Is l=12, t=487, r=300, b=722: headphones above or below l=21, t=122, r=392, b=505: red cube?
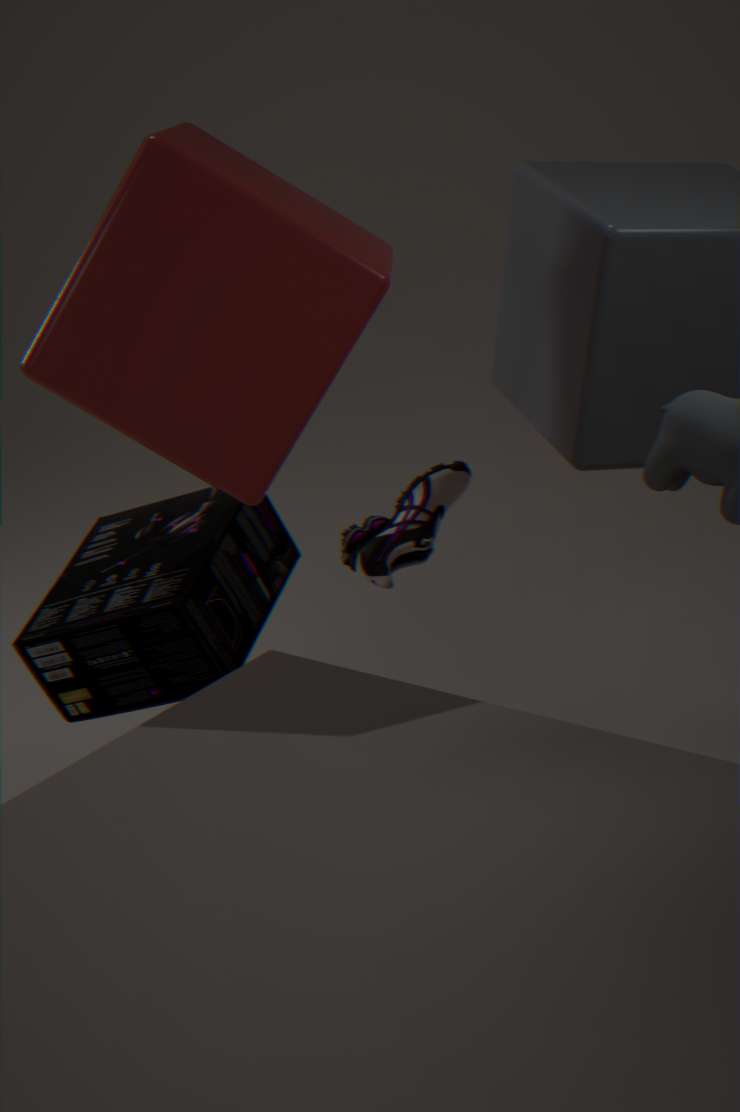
below
